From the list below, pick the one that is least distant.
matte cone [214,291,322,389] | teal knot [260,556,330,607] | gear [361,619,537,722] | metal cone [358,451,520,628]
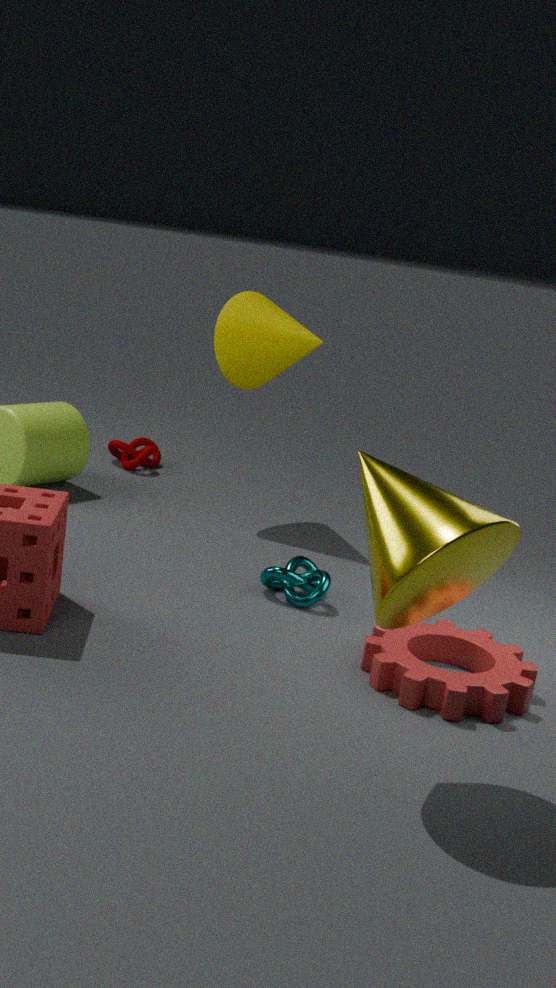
metal cone [358,451,520,628]
